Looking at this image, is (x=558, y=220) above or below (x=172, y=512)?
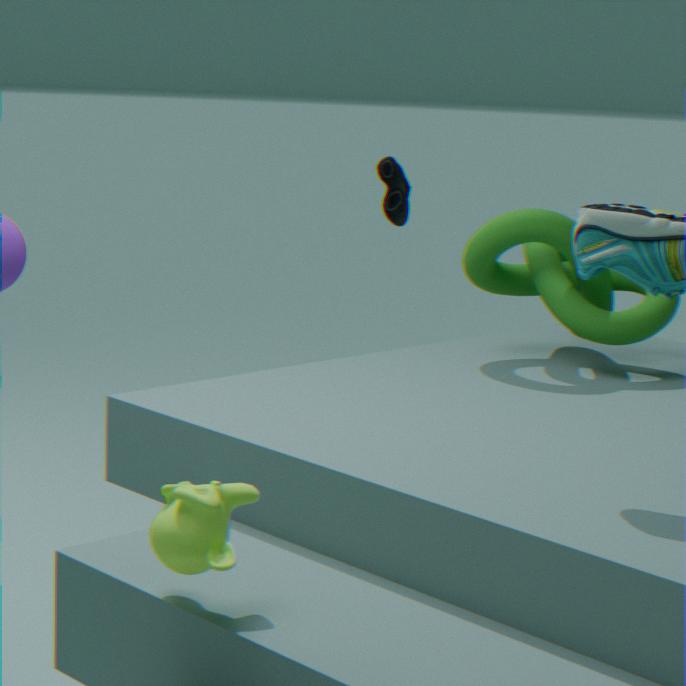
above
